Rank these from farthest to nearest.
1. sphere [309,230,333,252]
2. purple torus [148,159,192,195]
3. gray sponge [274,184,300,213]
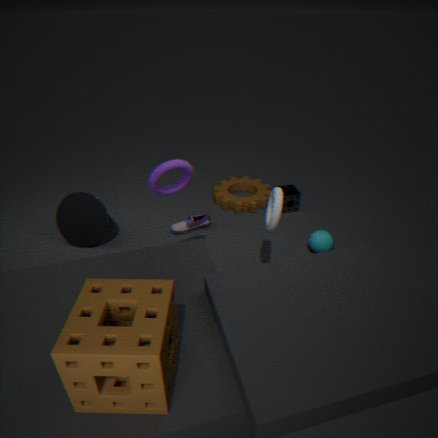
gray sponge [274,184,300,213], sphere [309,230,333,252], purple torus [148,159,192,195]
